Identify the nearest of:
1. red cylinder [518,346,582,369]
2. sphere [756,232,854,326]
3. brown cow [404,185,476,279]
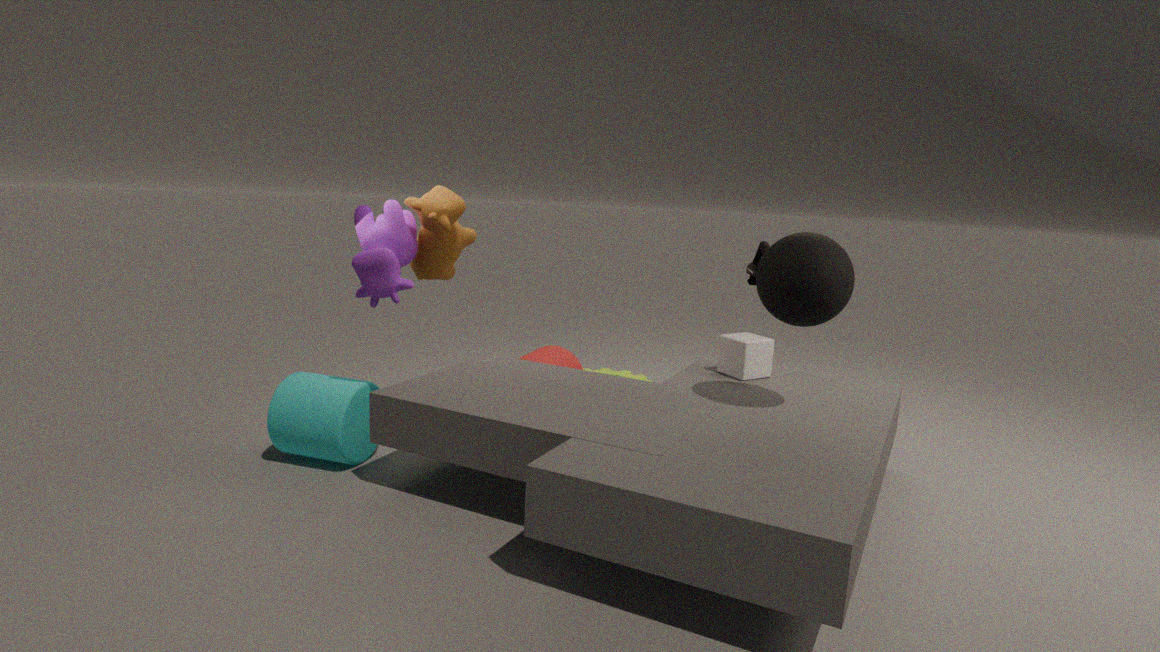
sphere [756,232,854,326]
